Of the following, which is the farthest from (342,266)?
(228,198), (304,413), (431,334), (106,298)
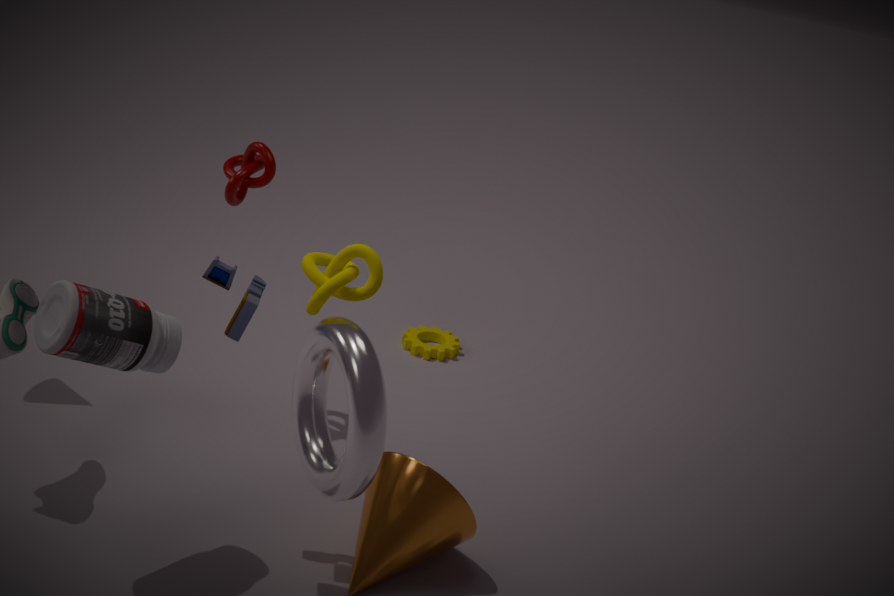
(431,334)
